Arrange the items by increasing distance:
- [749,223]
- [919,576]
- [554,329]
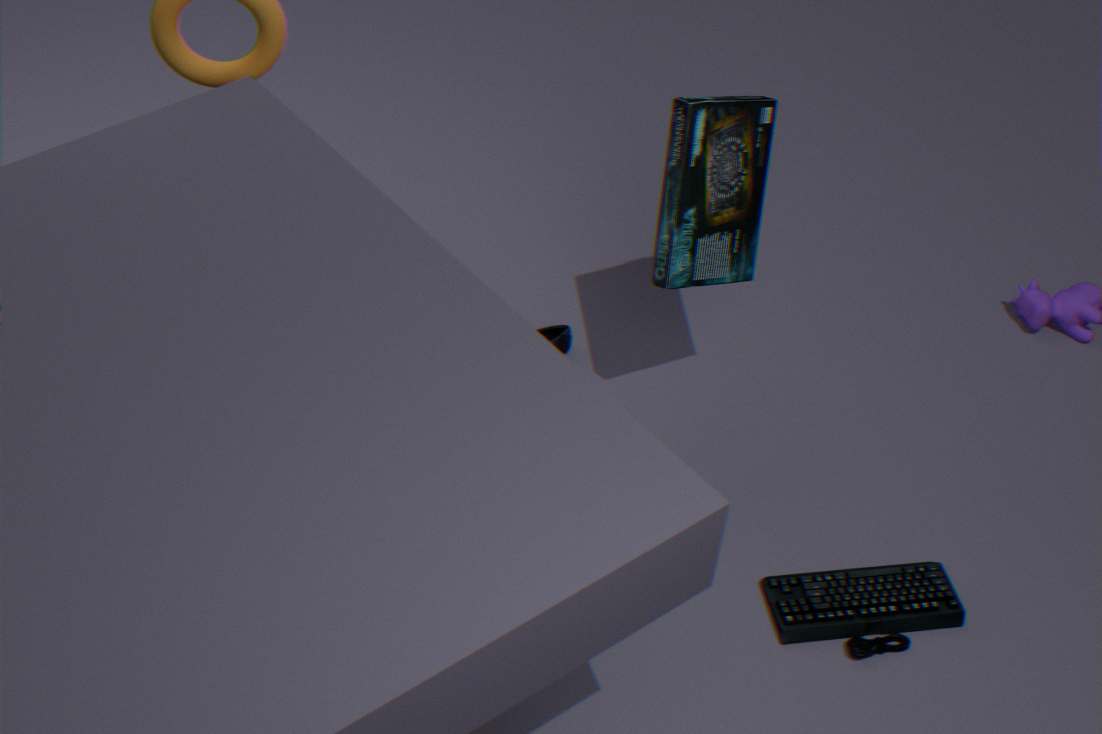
[919,576] < [749,223] < [554,329]
